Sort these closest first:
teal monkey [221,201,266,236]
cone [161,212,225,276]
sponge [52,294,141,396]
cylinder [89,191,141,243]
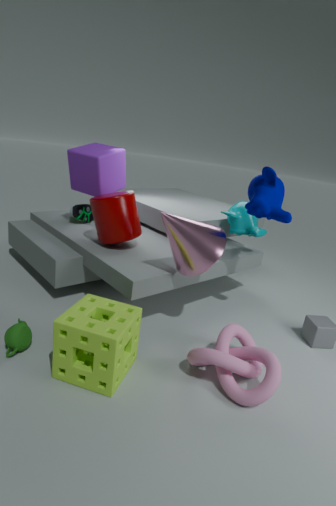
1. sponge [52,294,141,396]
2. cone [161,212,225,276]
3. cylinder [89,191,141,243]
4. teal monkey [221,201,266,236]
